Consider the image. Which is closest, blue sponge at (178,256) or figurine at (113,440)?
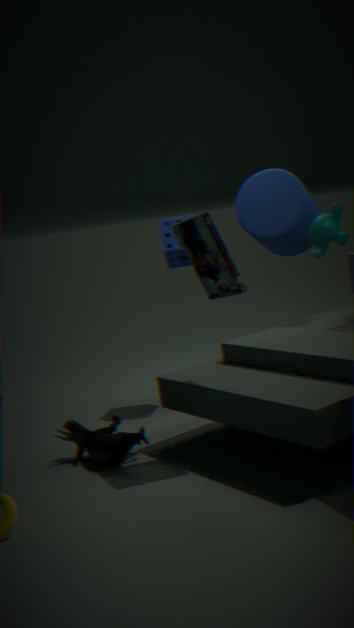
figurine at (113,440)
